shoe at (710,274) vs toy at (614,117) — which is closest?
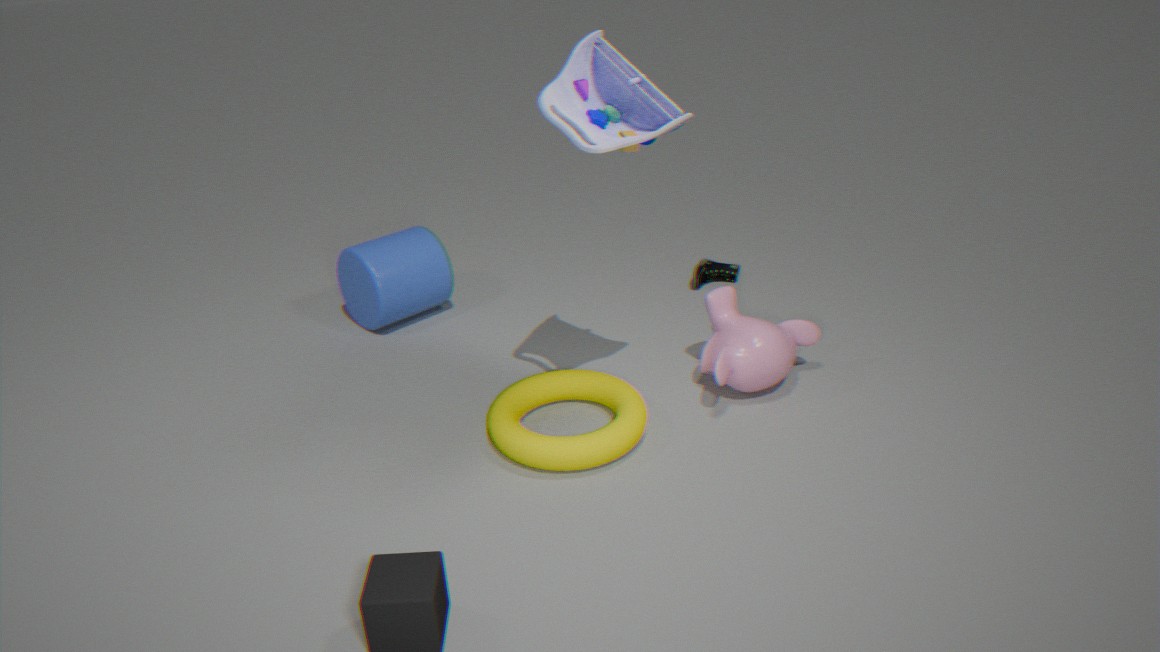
toy at (614,117)
